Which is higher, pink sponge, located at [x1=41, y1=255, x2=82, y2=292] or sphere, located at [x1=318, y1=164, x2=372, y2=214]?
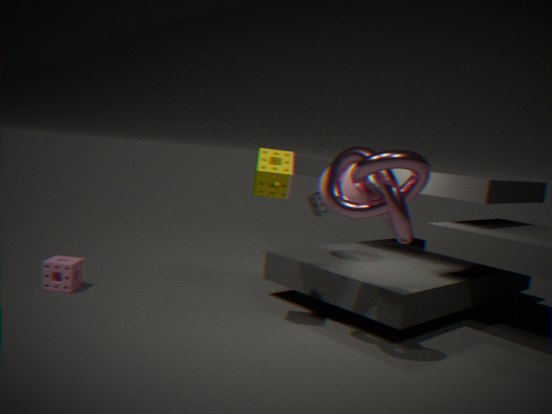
sphere, located at [x1=318, y1=164, x2=372, y2=214]
